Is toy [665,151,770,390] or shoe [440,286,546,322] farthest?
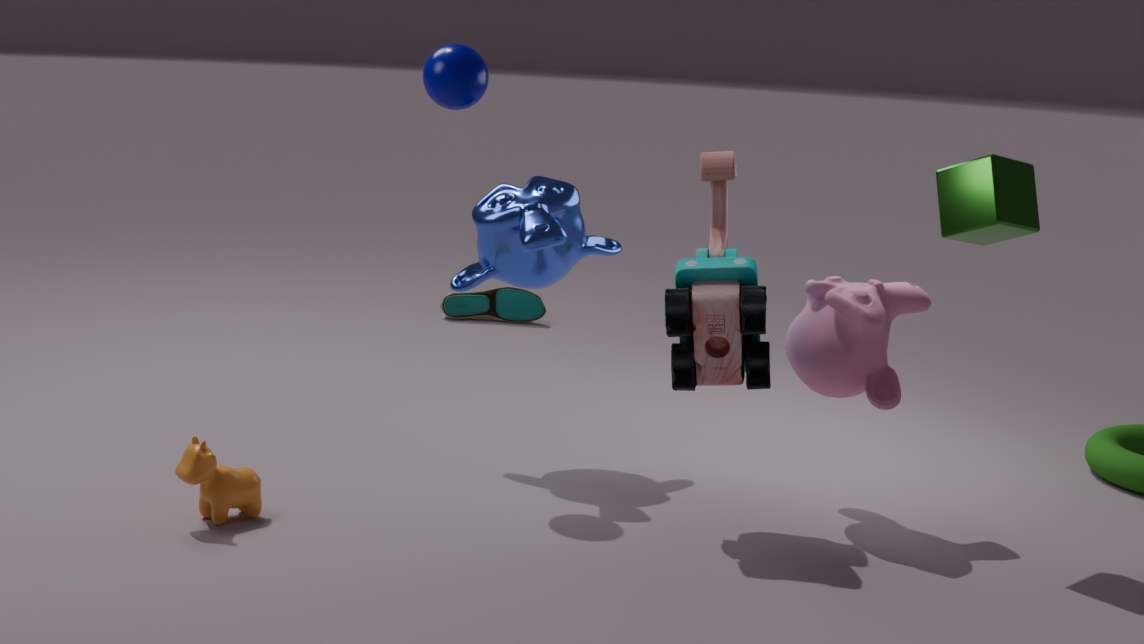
shoe [440,286,546,322]
